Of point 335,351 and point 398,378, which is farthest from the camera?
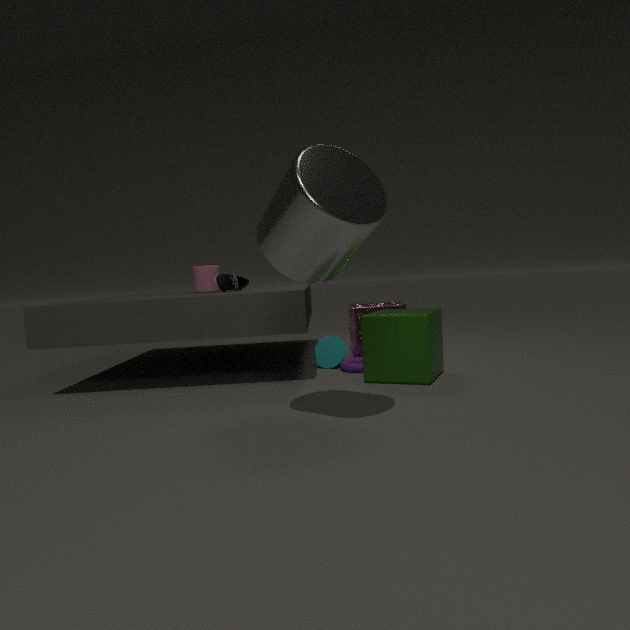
point 335,351
